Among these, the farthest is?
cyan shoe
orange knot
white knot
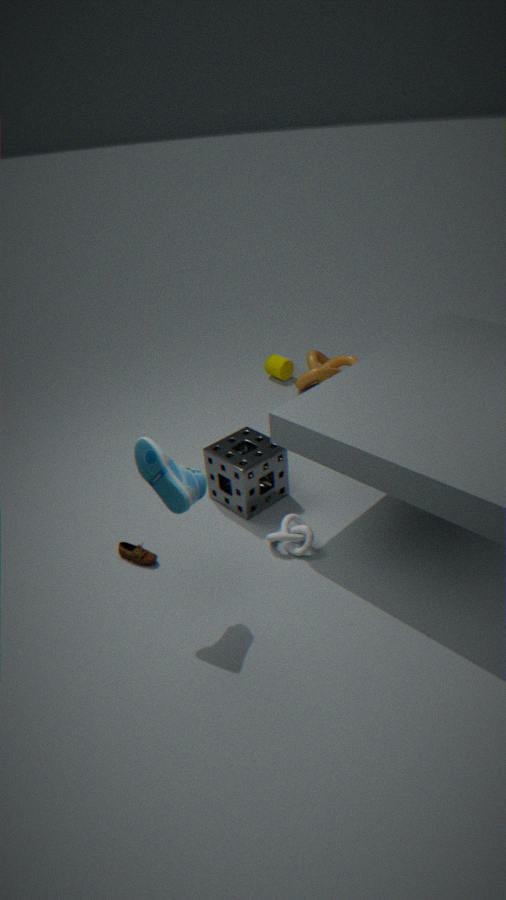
orange knot
